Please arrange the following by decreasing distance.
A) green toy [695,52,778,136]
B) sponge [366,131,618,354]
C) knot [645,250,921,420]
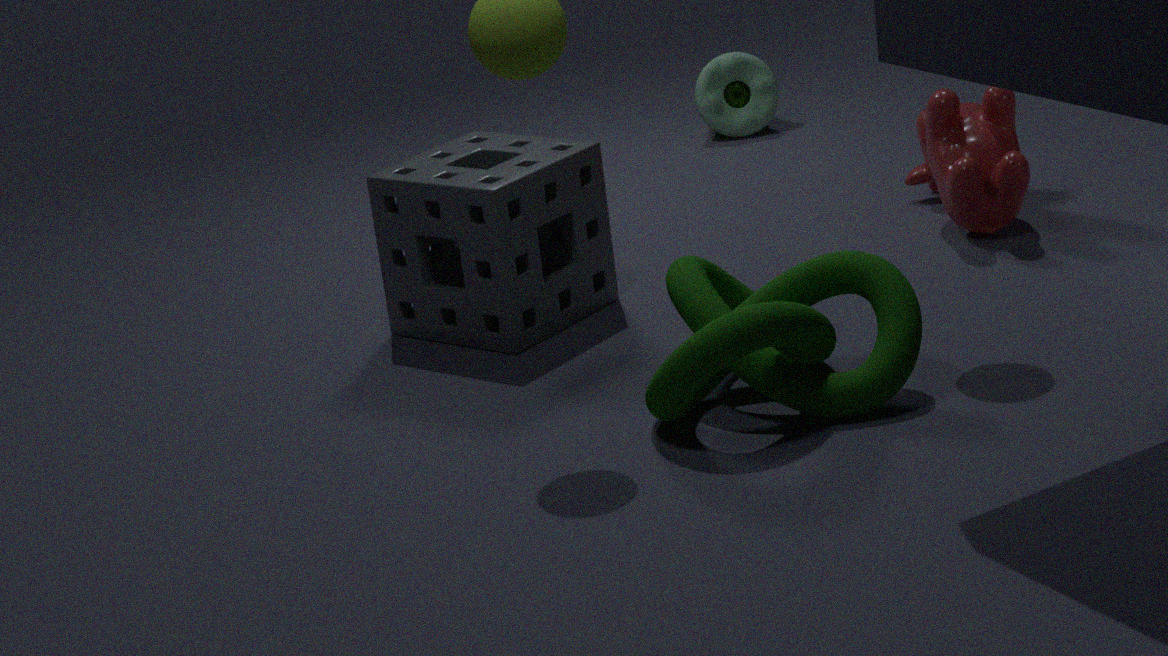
green toy [695,52,778,136] < sponge [366,131,618,354] < knot [645,250,921,420]
